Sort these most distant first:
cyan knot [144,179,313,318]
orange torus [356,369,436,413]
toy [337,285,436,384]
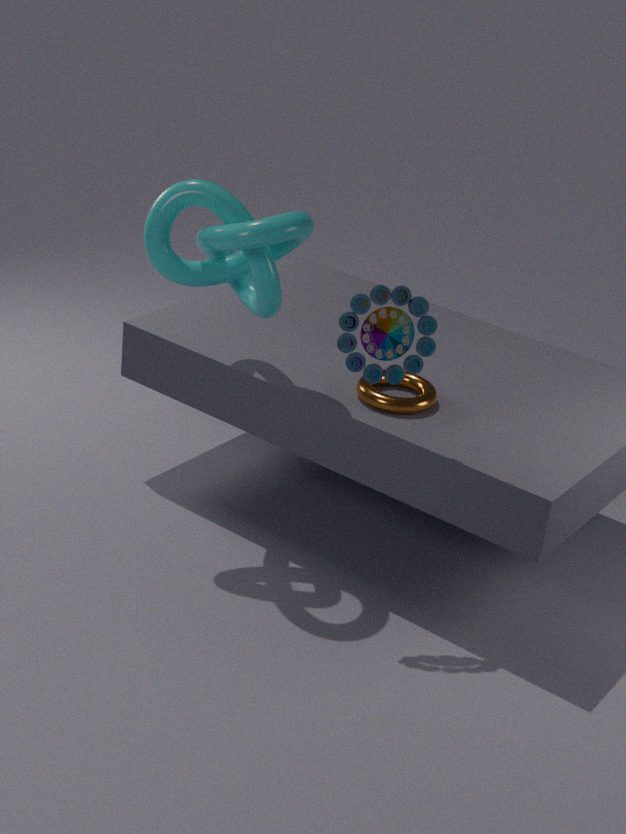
orange torus [356,369,436,413], cyan knot [144,179,313,318], toy [337,285,436,384]
